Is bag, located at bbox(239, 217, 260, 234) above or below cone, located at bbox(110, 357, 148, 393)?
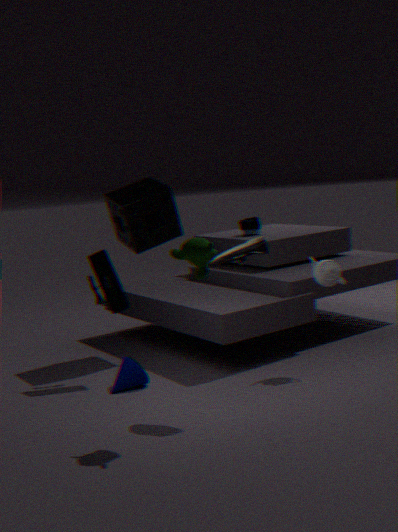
above
